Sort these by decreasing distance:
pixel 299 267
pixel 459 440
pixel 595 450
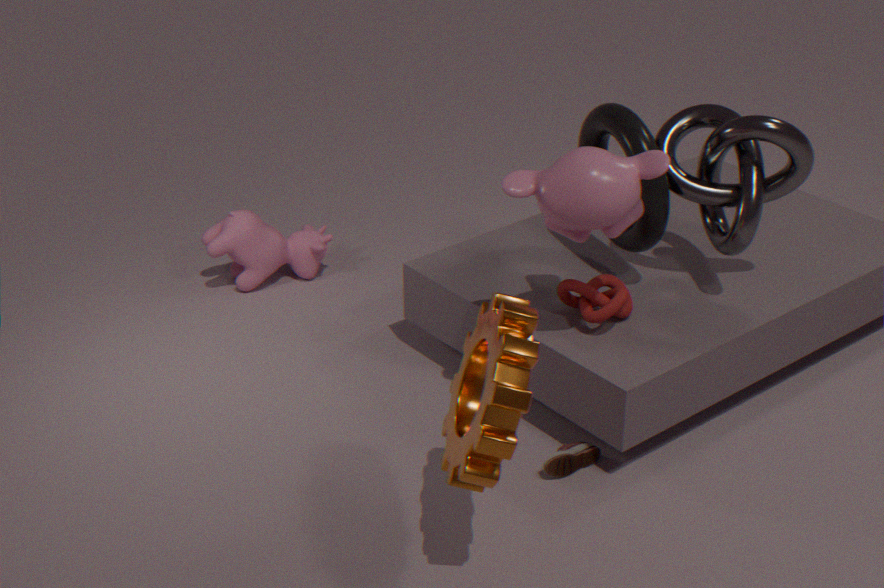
pixel 299 267, pixel 595 450, pixel 459 440
